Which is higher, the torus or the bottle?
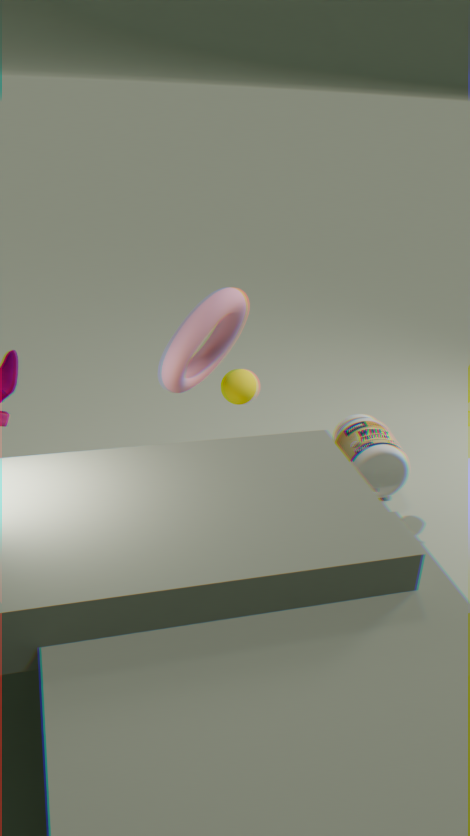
the torus
